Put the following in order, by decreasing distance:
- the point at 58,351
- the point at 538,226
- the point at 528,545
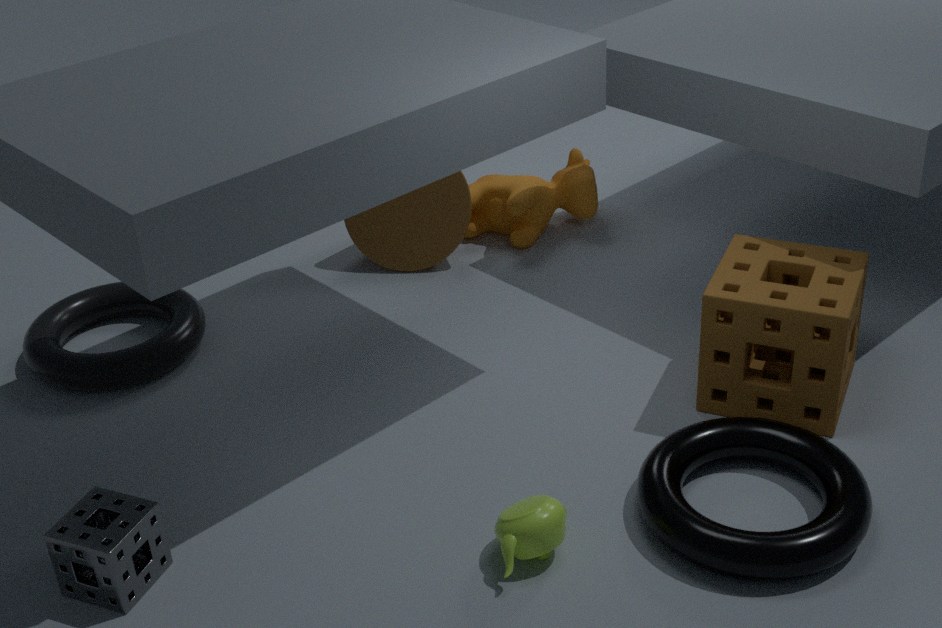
the point at 538,226 < the point at 58,351 < the point at 528,545
